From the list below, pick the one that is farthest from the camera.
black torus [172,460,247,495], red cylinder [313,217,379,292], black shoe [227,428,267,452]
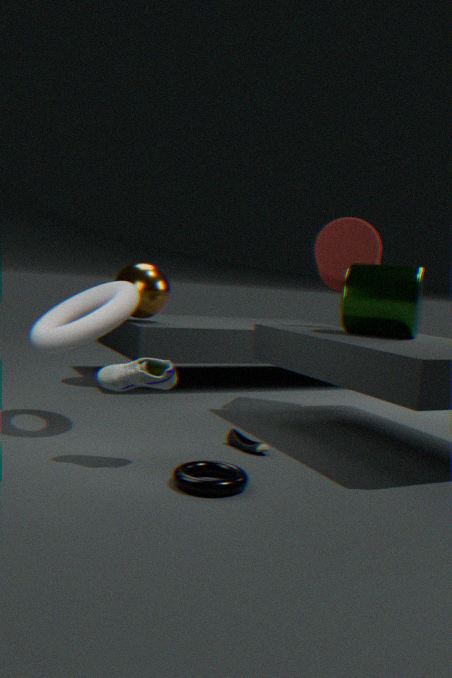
red cylinder [313,217,379,292]
